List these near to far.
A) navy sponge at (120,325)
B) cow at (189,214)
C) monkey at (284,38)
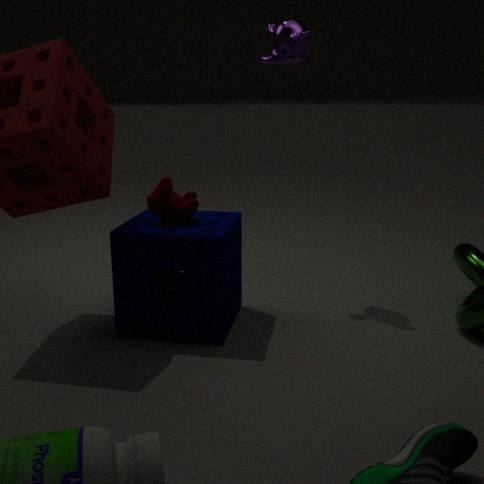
navy sponge at (120,325) → cow at (189,214) → monkey at (284,38)
